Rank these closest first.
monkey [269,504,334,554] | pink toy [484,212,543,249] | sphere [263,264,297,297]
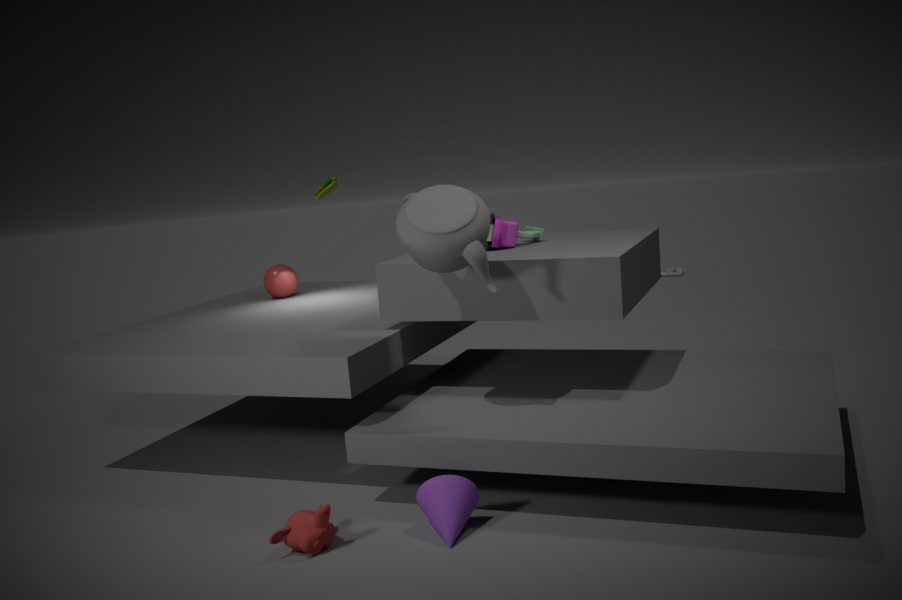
monkey [269,504,334,554]
pink toy [484,212,543,249]
sphere [263,264,297,297]
